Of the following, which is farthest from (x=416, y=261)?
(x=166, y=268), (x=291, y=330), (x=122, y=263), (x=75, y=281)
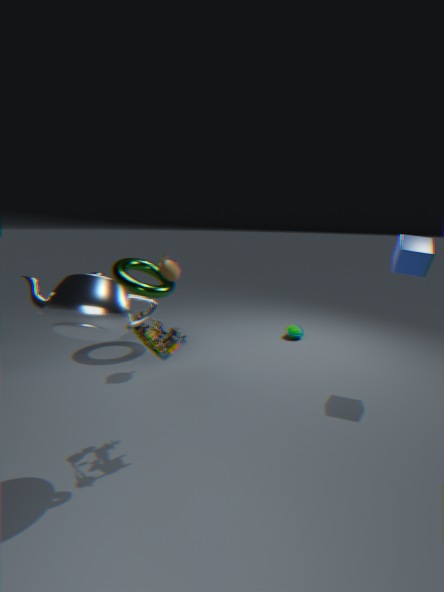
(x=122, y=263)
